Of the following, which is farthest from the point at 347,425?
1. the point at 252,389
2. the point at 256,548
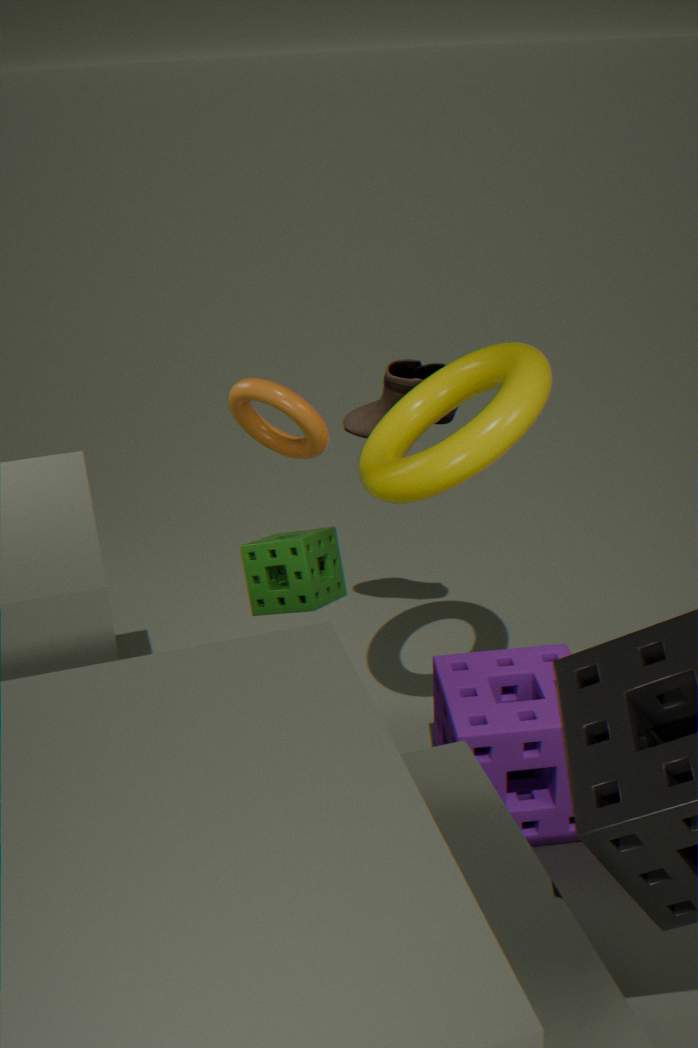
the point at 256,548
